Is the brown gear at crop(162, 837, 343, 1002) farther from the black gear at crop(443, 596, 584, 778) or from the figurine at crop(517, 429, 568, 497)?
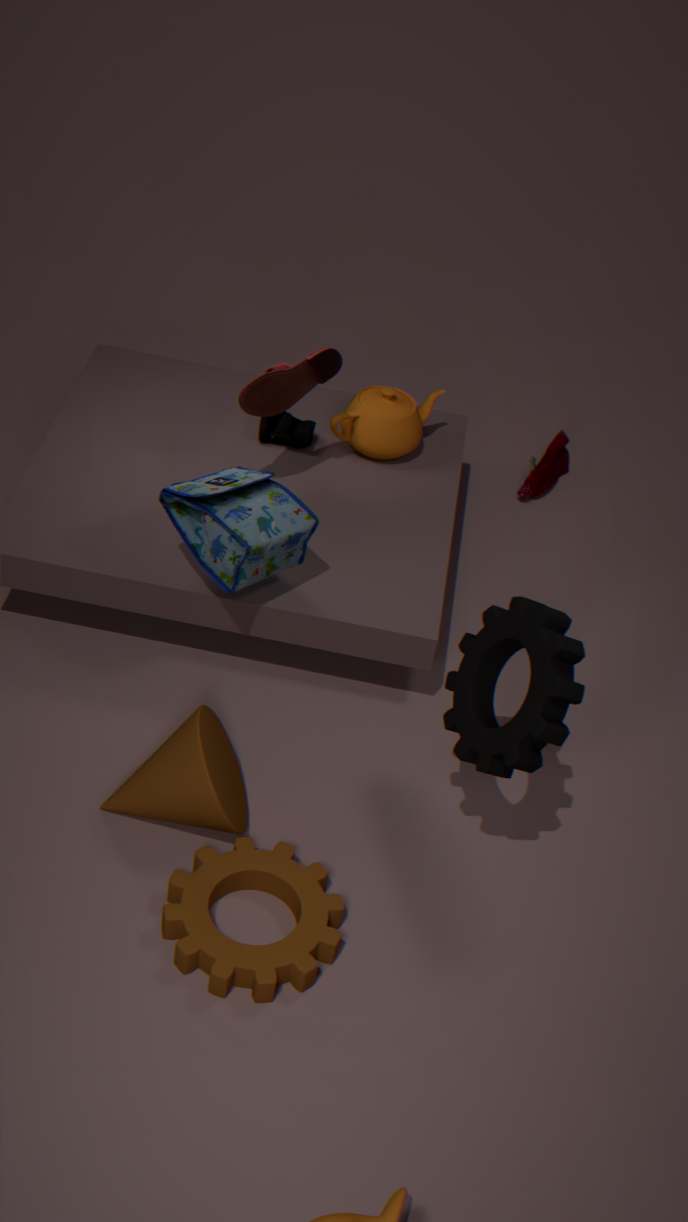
the figurine at crop(517, 429, 568, 497)
